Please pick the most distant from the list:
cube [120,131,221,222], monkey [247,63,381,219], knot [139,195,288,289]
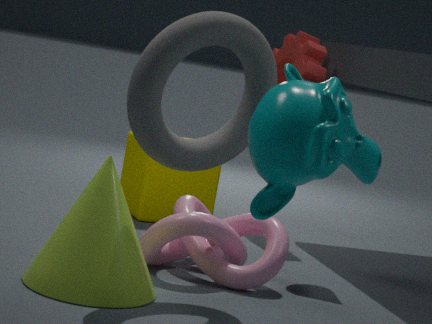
cube [120,131,221,222]
